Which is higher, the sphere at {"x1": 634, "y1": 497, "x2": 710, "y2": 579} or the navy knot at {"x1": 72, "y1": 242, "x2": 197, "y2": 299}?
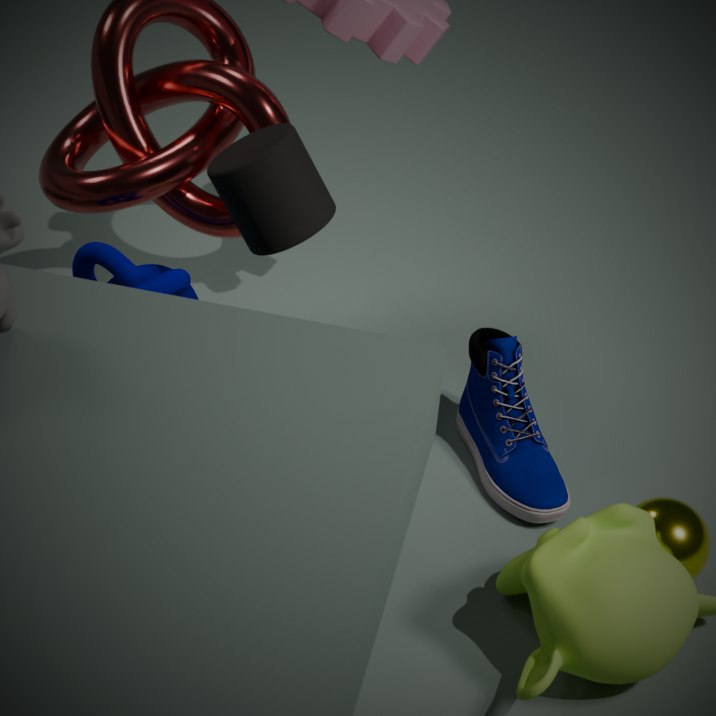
the navy knot at {"x1": 72, "y1": 242, "x2": 197, "y2": 299}
